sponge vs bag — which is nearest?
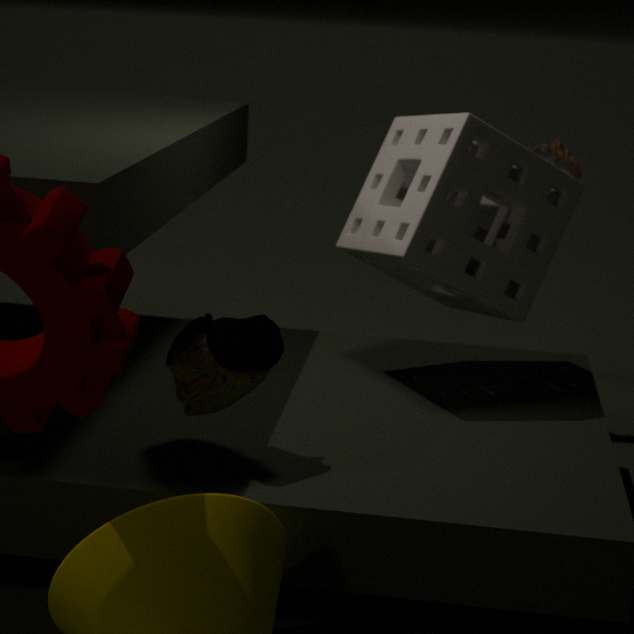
bag
